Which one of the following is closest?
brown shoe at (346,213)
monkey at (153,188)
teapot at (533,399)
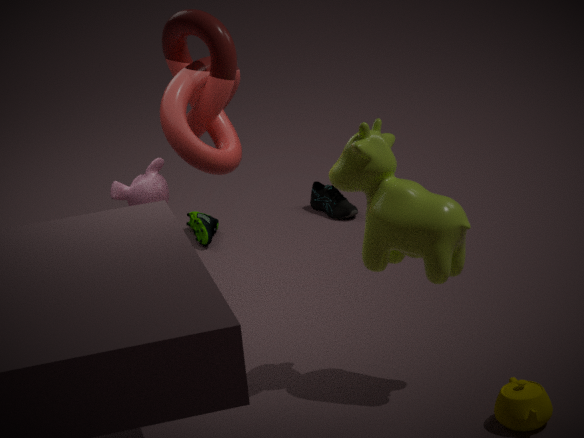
teapot at (533,399)
